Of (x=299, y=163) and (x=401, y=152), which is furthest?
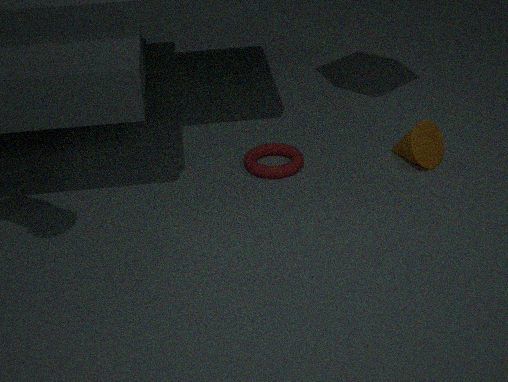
(x=401, y=152)
